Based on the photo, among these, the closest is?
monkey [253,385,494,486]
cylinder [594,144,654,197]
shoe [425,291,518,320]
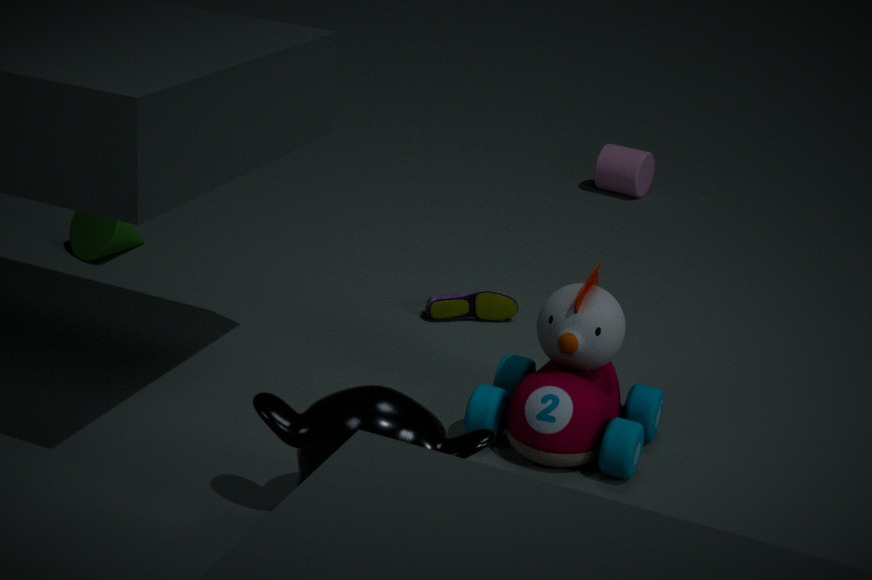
monkey [253,385,494,486]
